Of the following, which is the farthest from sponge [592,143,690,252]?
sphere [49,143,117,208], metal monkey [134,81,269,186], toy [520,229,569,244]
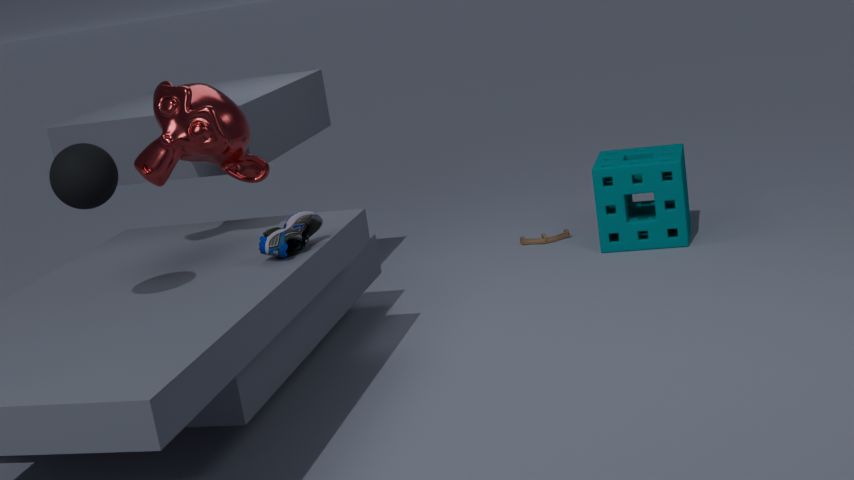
sphere [49,143,117,208]
